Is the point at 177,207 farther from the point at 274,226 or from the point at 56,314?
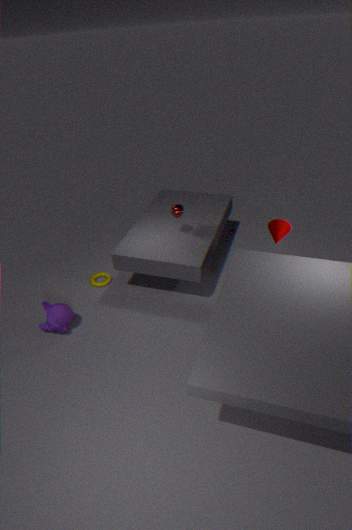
the point at 56,314
